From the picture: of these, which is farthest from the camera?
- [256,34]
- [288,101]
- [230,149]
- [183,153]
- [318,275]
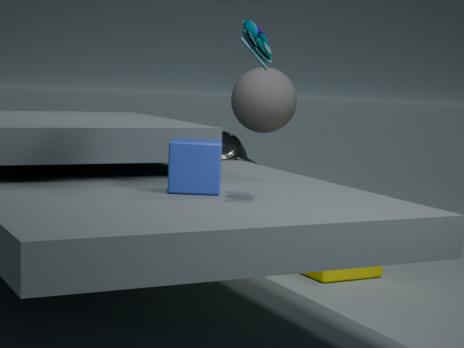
[288,101]
